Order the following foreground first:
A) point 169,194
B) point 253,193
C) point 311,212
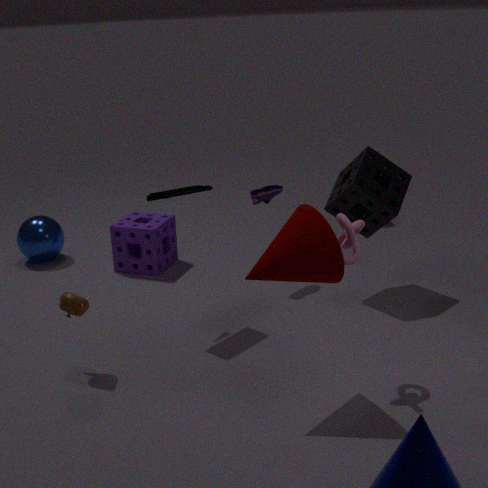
1. point 311,212
2. point 169,194
3. point 253,193
